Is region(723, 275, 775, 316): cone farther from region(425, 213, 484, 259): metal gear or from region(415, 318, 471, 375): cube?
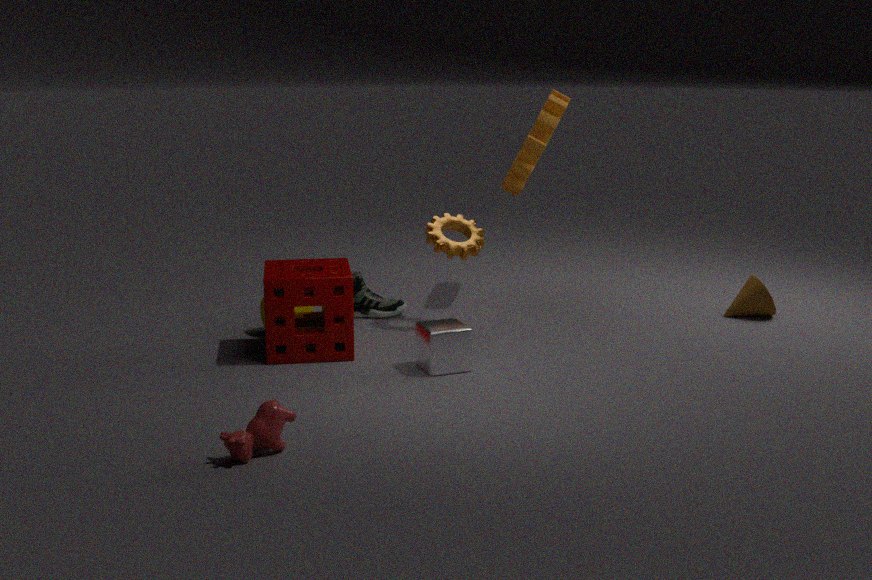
region(415, 318, 471, 375): cube
